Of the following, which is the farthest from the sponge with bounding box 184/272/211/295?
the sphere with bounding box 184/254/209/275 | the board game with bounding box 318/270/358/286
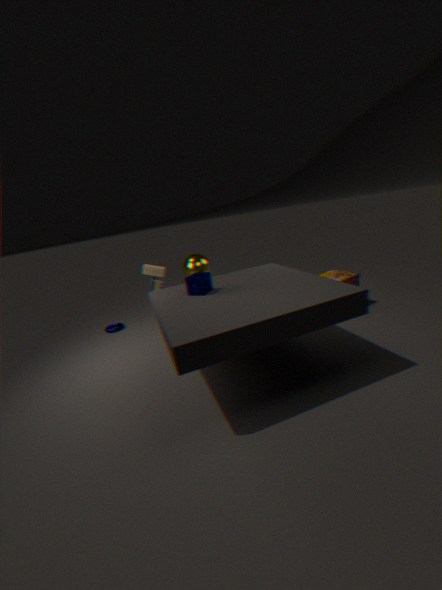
the board game with bounding box 318/270/358/286
